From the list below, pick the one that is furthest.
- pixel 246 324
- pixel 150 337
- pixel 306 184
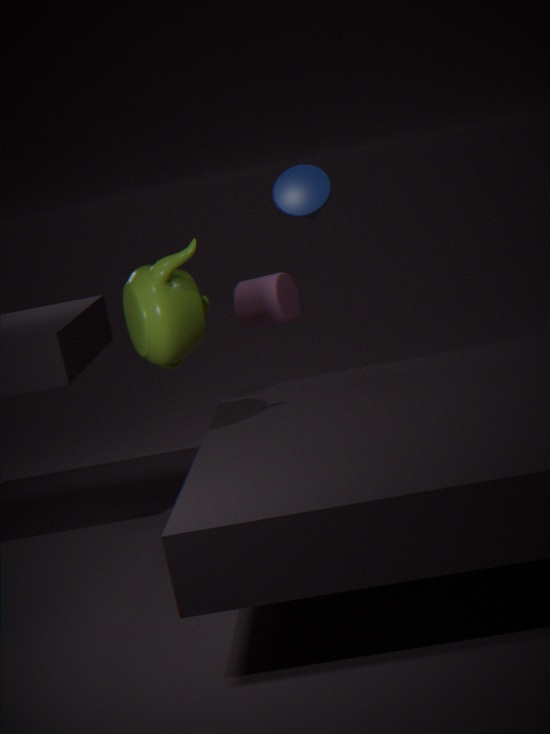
pixel 306 184
